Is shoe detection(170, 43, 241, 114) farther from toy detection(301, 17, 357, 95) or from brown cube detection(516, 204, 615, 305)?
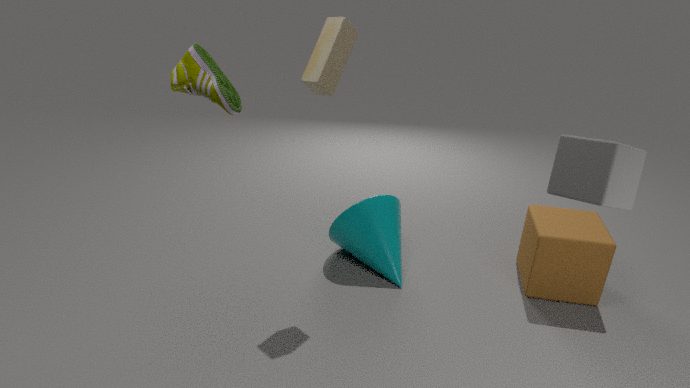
brown cube detection(516, 204, 615, 305)
